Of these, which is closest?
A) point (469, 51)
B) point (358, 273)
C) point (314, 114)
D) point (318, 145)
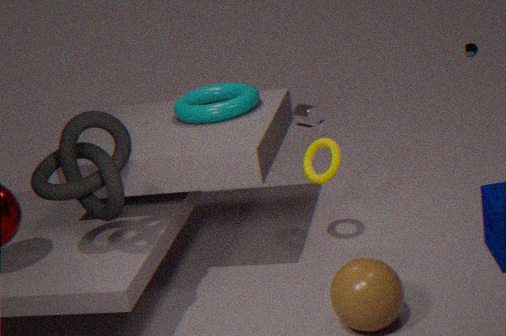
point (358, 273)
